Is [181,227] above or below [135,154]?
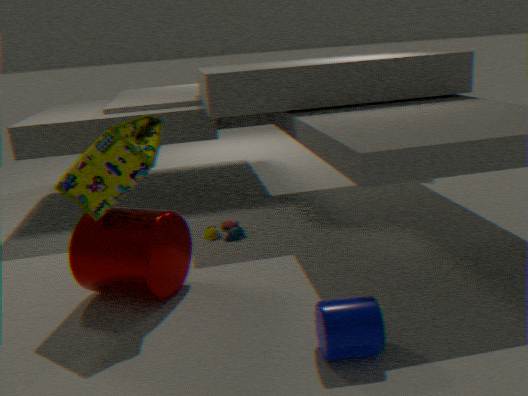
below
